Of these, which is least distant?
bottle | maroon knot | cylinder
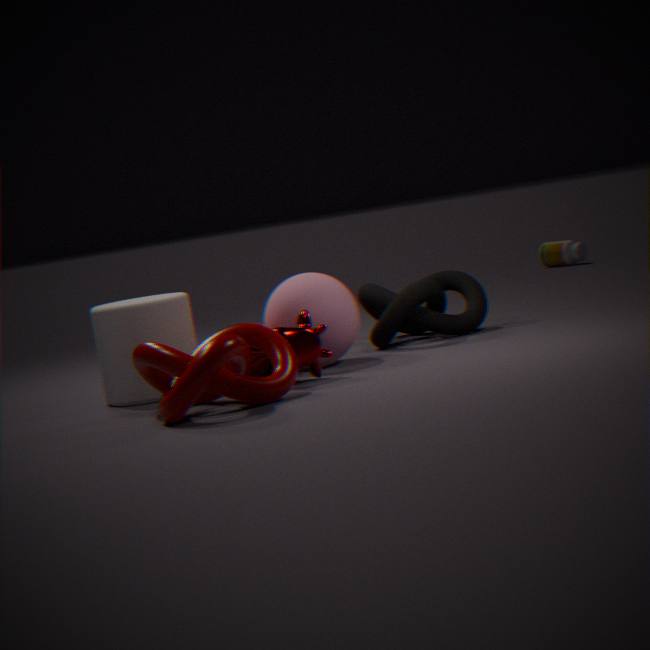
maroon knot
